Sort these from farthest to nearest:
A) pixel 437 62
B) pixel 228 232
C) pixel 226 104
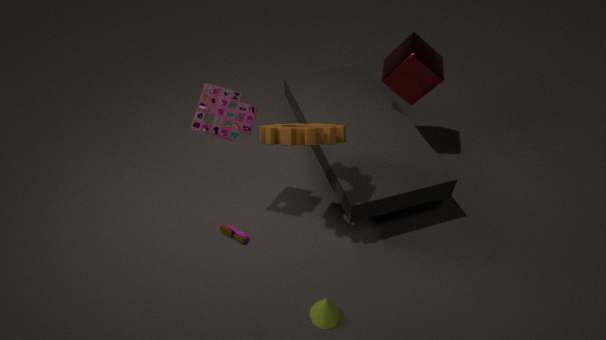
pixel 437 62 → pixel 228 232 → pixel 226 104
